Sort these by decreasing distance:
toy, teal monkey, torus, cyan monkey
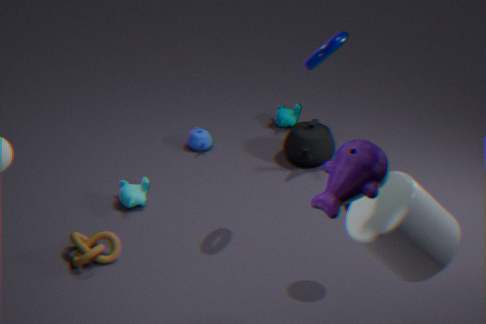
teal monkey < cyan monkey < torus < toy
